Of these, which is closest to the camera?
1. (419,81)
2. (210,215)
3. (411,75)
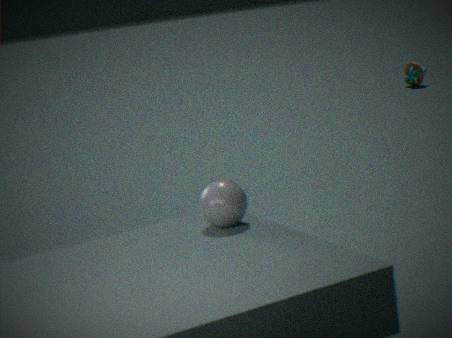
(210,215)
